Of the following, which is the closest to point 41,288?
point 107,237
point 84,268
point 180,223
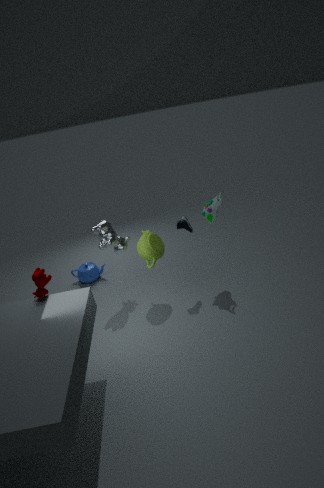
point 107,237
